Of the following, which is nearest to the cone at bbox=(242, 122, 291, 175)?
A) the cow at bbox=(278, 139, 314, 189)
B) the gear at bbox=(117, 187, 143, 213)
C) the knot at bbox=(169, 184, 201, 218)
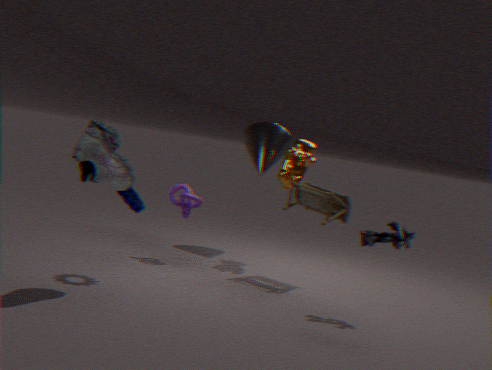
the cow at bbox=(278, 139, 314, 189)
